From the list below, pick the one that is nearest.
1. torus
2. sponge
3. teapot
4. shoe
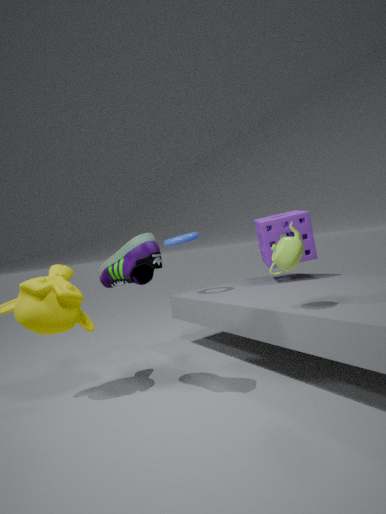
shoe
